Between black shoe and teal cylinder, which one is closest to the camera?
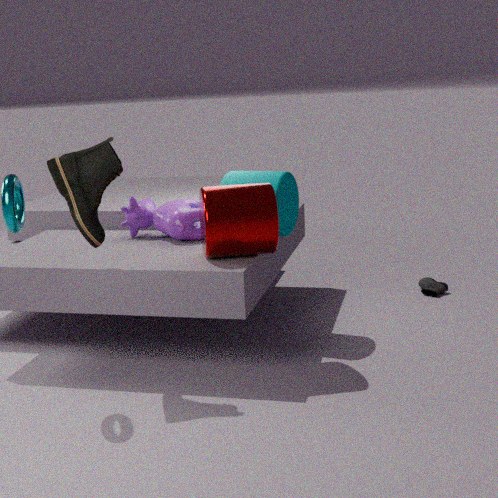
black shoe
